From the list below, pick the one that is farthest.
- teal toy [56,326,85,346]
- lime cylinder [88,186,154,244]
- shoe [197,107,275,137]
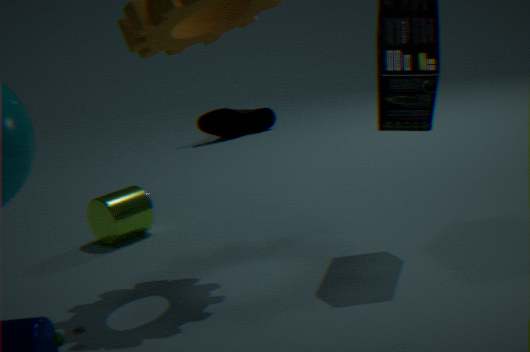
shoe [197,107,275,137]
